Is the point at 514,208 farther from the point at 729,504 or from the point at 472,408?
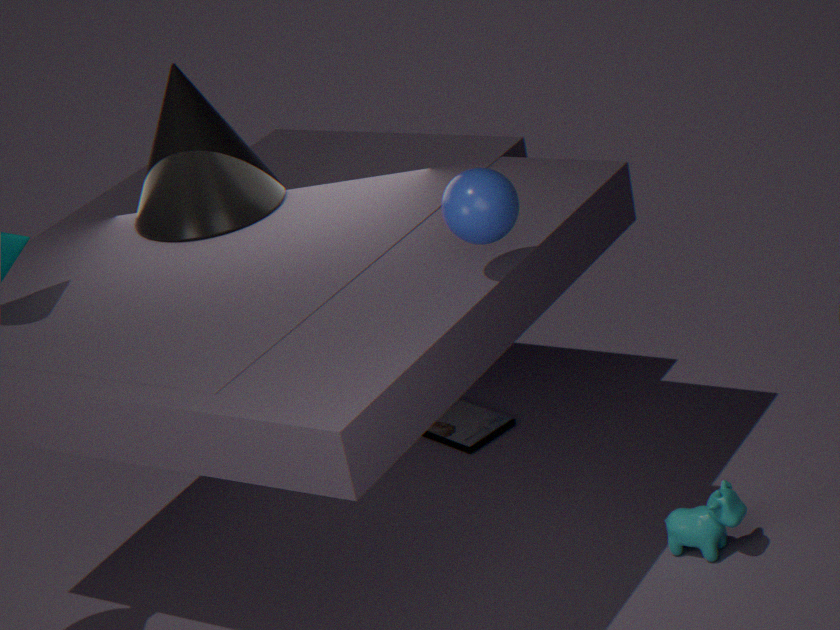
the point at 472,408
